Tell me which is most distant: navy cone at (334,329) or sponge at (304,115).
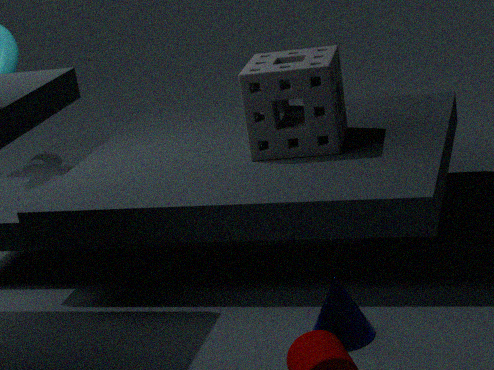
sponge at (304,115)
